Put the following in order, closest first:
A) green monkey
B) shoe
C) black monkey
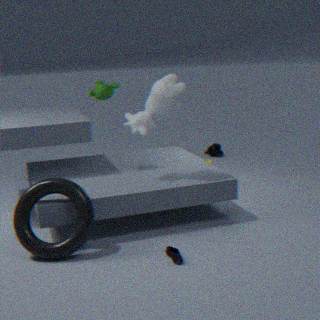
shoe → green monkey → black monkey
